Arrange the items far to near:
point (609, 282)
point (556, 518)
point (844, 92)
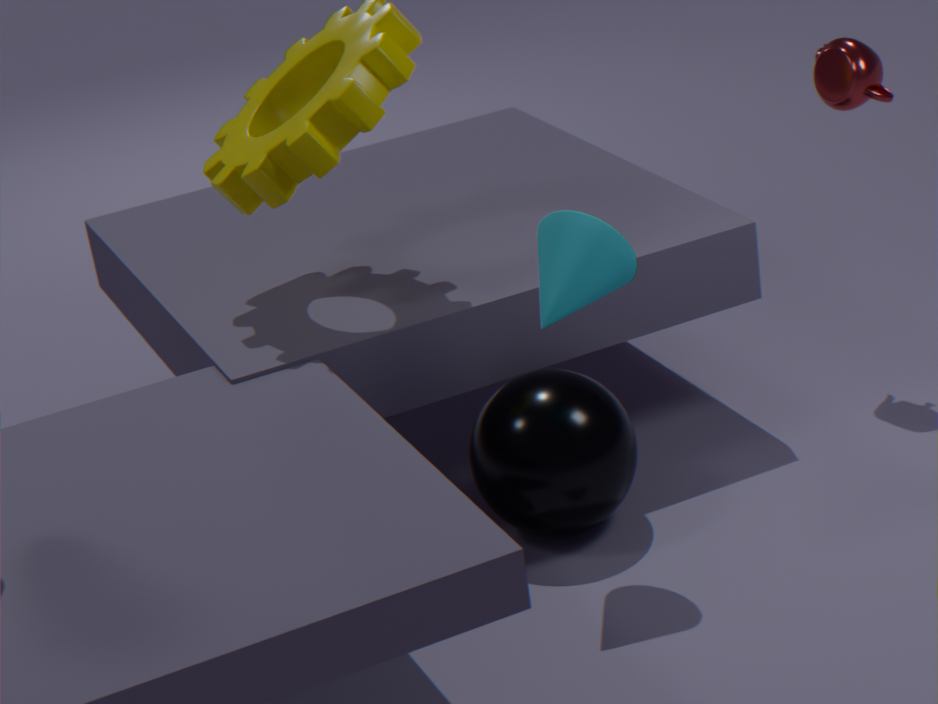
1. point (844, 92)
2. point (556, 518)
3. point (609, 282)
